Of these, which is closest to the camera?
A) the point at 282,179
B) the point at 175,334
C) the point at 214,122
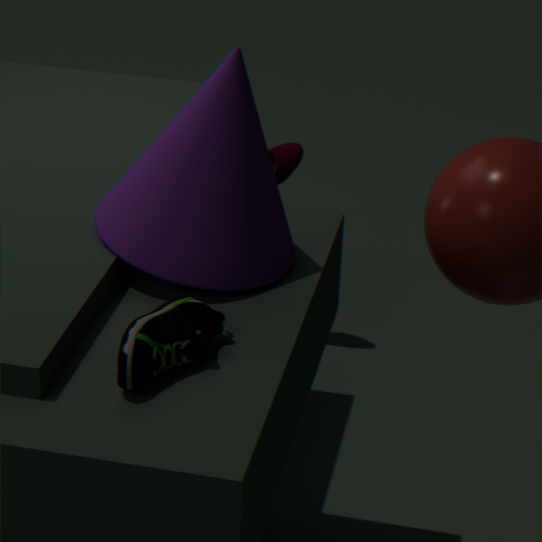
the point at 175,334
